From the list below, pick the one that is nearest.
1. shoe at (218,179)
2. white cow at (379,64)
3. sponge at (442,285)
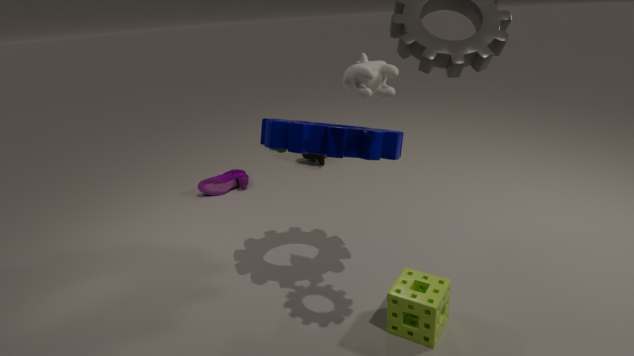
white cow at (379,64)
